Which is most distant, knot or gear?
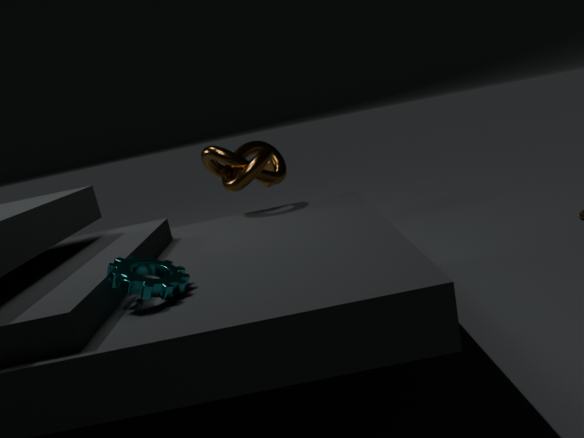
knot
